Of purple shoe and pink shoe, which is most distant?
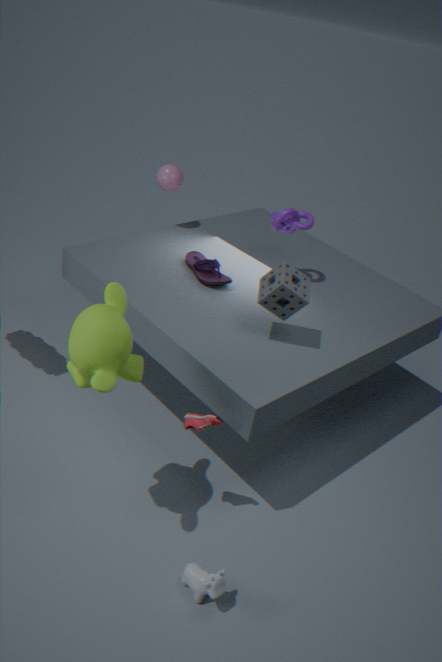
purple shoe
